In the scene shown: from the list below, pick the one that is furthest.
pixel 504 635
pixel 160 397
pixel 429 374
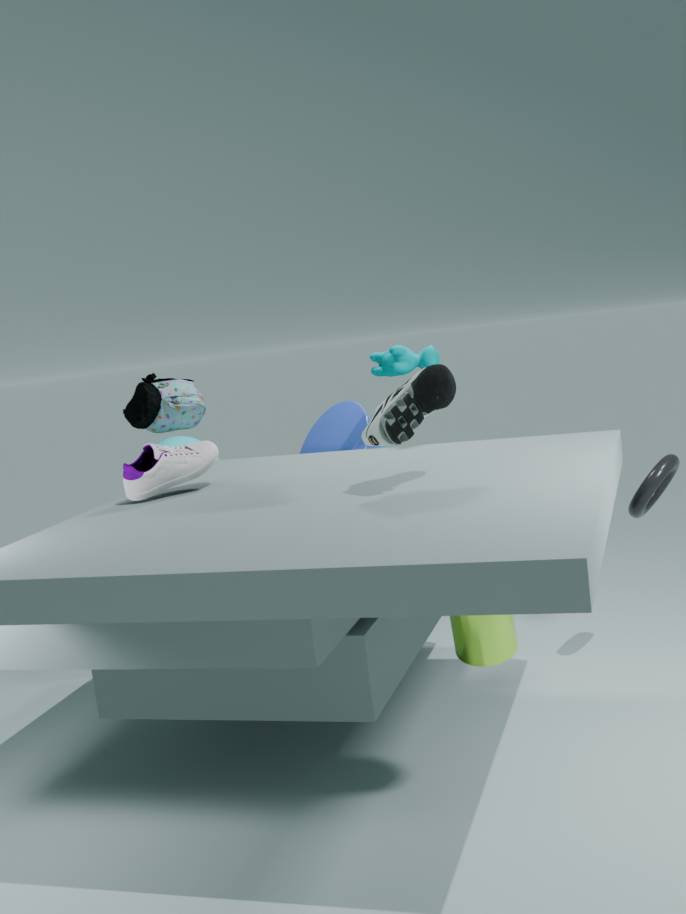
pixel 160 397
